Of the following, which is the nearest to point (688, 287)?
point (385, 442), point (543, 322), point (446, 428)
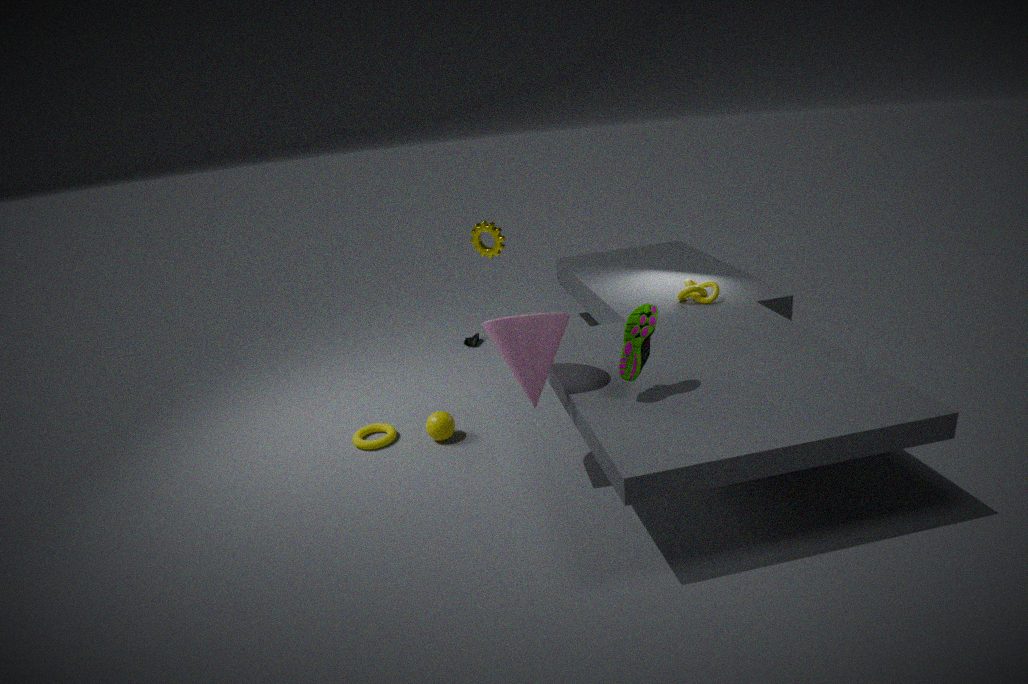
point (543, 322)
